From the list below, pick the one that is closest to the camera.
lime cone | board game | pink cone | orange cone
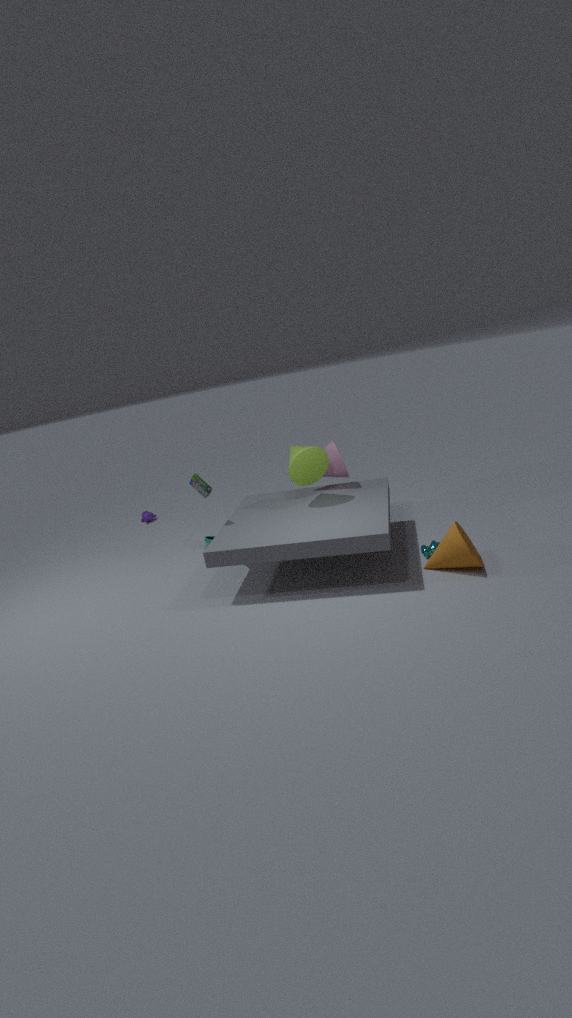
orange cone
